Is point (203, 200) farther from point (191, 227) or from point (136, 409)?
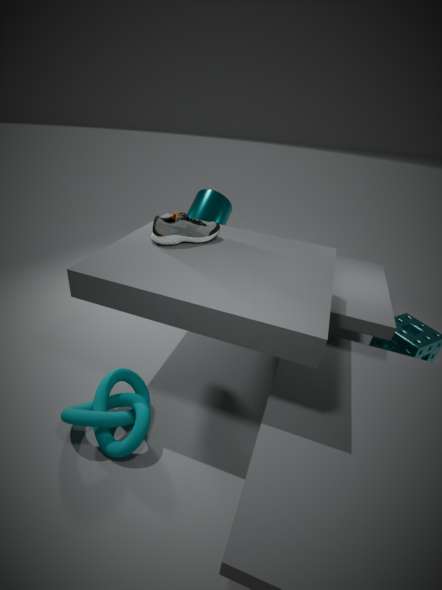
point (136, 409)
